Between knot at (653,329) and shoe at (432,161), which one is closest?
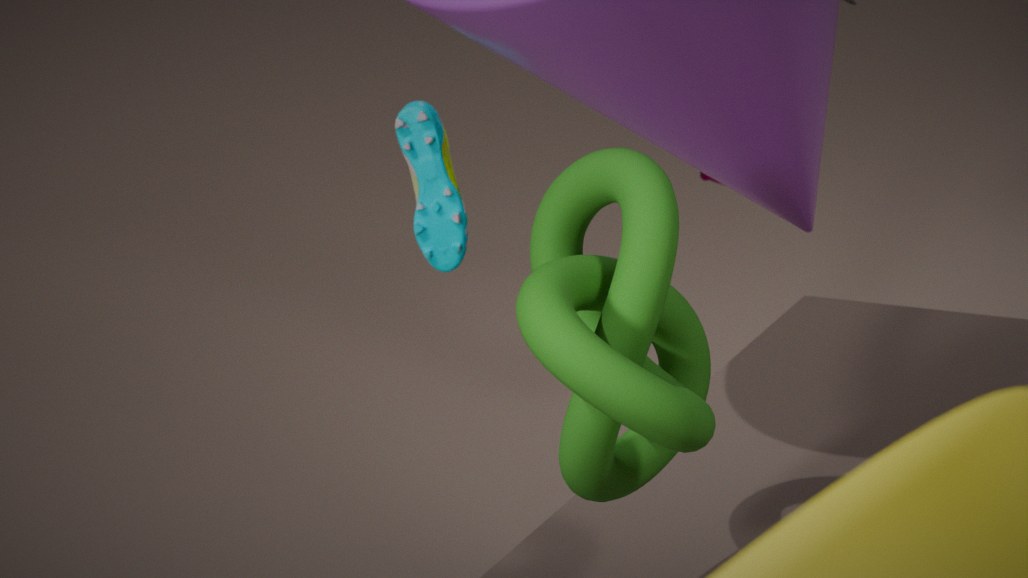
knot at (653,329)
